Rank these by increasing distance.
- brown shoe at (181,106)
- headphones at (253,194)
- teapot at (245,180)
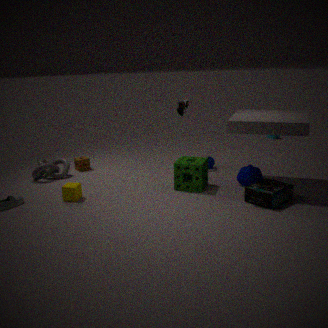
1. headphones at (253,194)
2. teapot at (245,180)
3. brown shoe at (181,106)
